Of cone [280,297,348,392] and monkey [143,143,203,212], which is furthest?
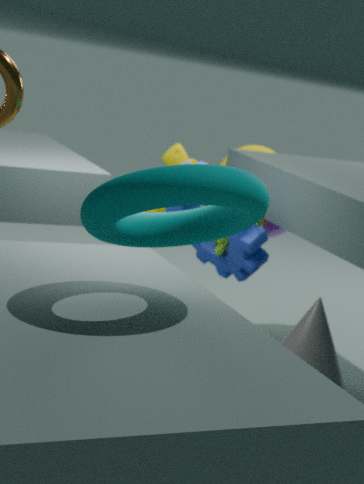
monkey [143,143,203,212]
